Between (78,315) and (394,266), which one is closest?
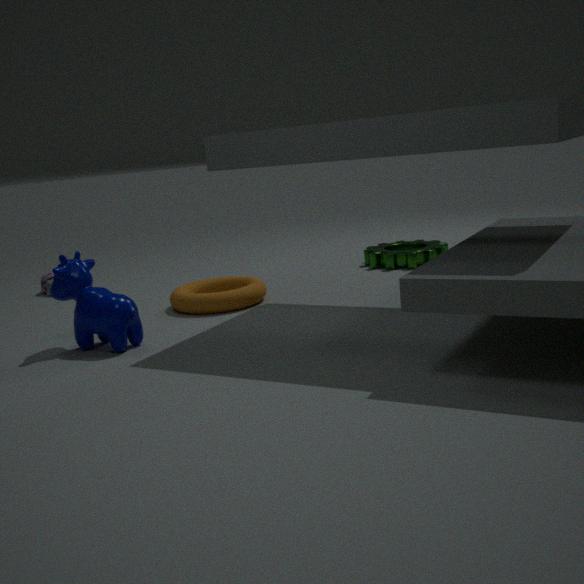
(78,315)
